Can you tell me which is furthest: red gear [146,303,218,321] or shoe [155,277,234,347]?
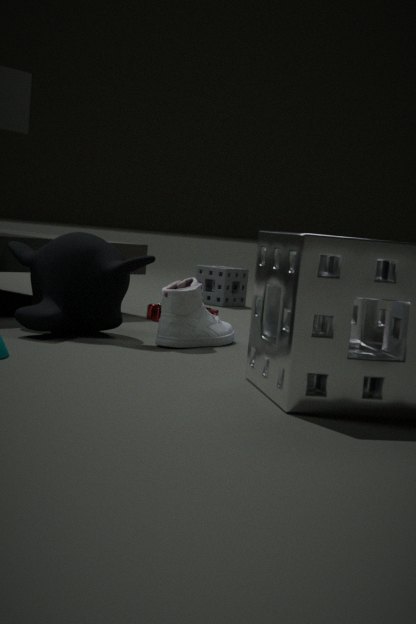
red gear [146,303,218,321]
